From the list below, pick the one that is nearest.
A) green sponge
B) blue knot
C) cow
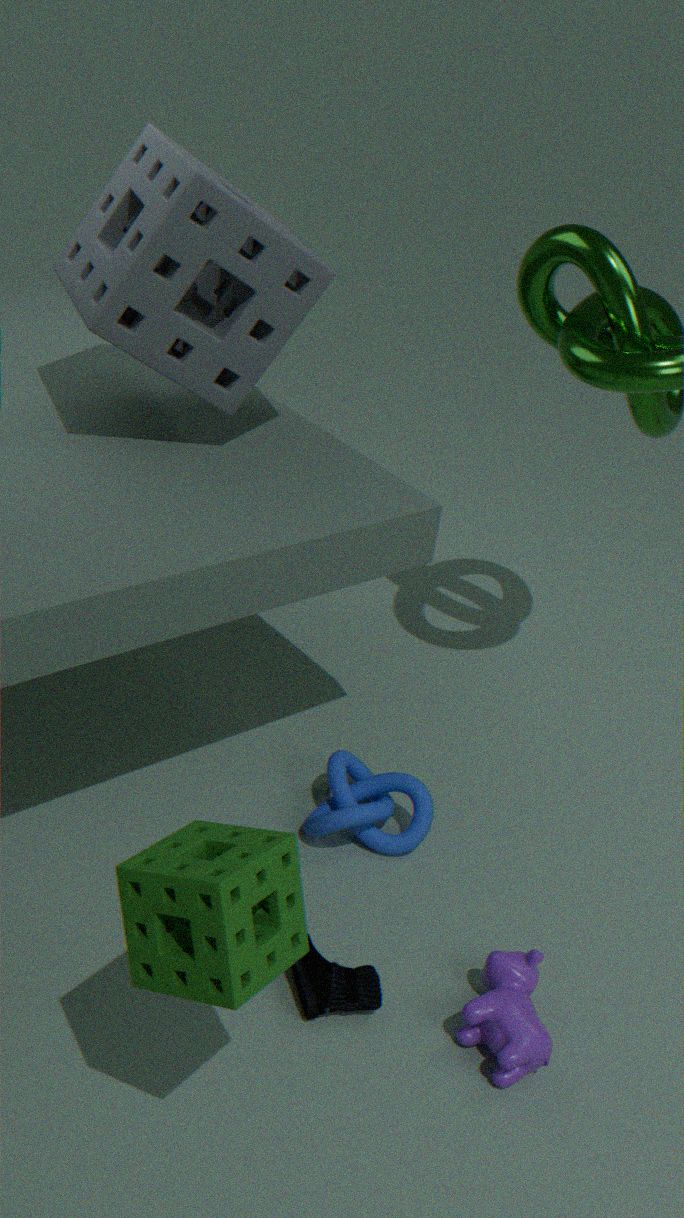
green sponge
